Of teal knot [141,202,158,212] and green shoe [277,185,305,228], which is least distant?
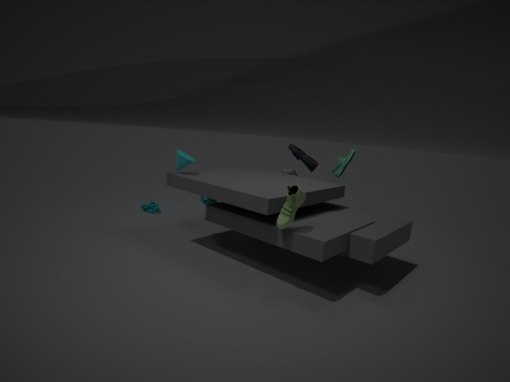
green shoe [277,185,305,228]
